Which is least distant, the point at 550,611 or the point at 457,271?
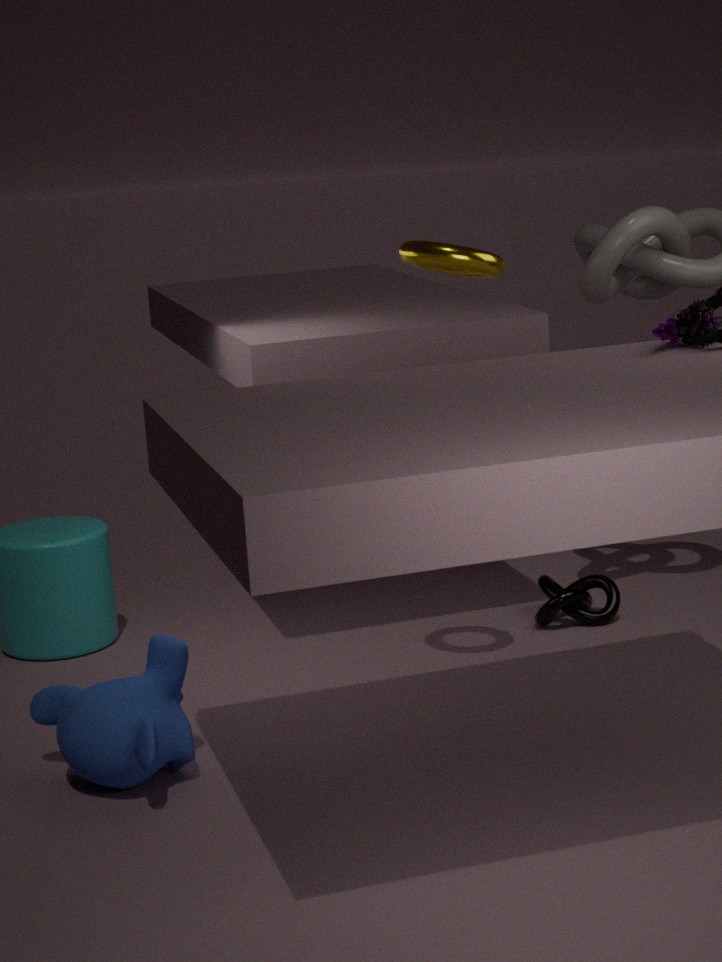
the point at 457,271
